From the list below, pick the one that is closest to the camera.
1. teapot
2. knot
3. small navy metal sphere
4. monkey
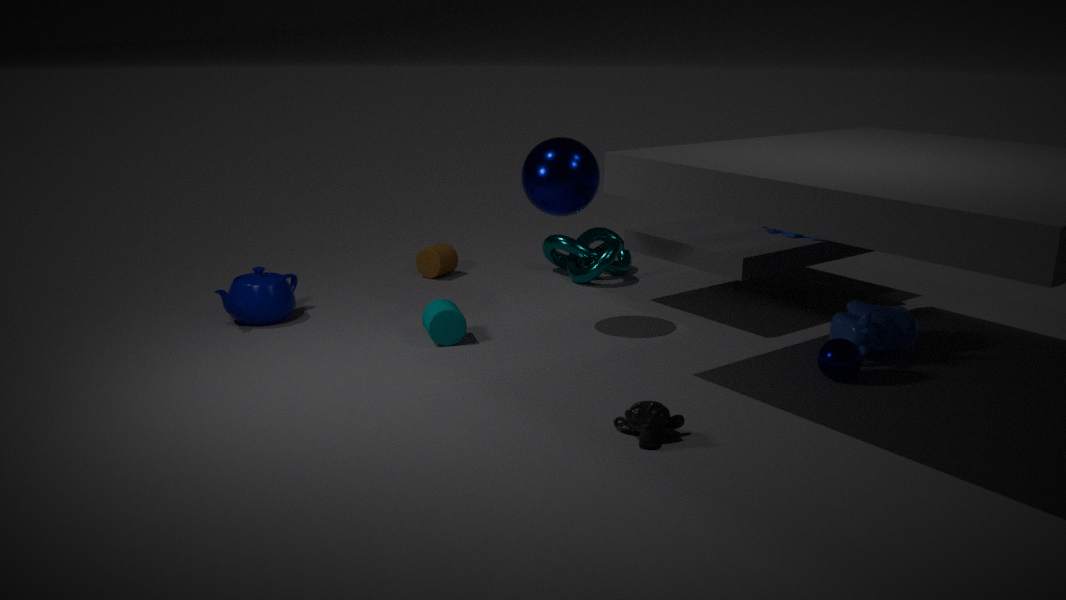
monkey
